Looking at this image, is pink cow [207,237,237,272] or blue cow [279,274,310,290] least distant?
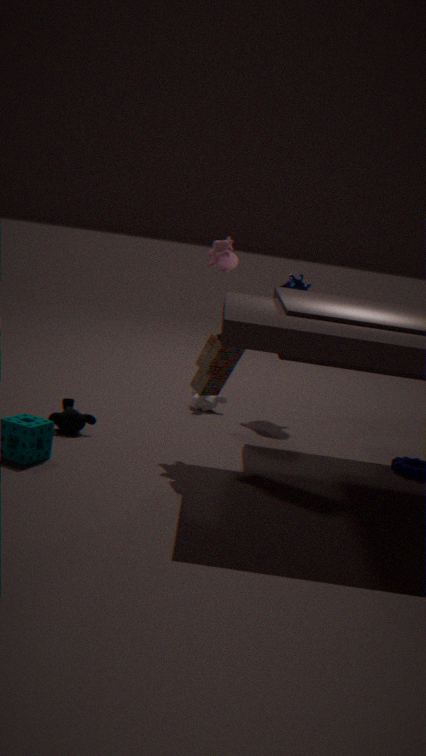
pink cow [207,237,237,272]
